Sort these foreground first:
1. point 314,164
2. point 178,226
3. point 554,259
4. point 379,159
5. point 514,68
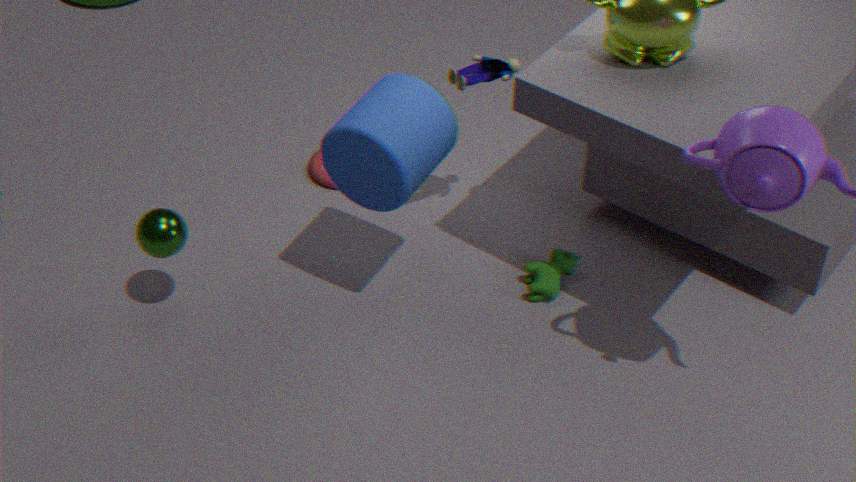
point 379,159 < point 178,226 < point 514,68 < point 554,259 < point 314,164
